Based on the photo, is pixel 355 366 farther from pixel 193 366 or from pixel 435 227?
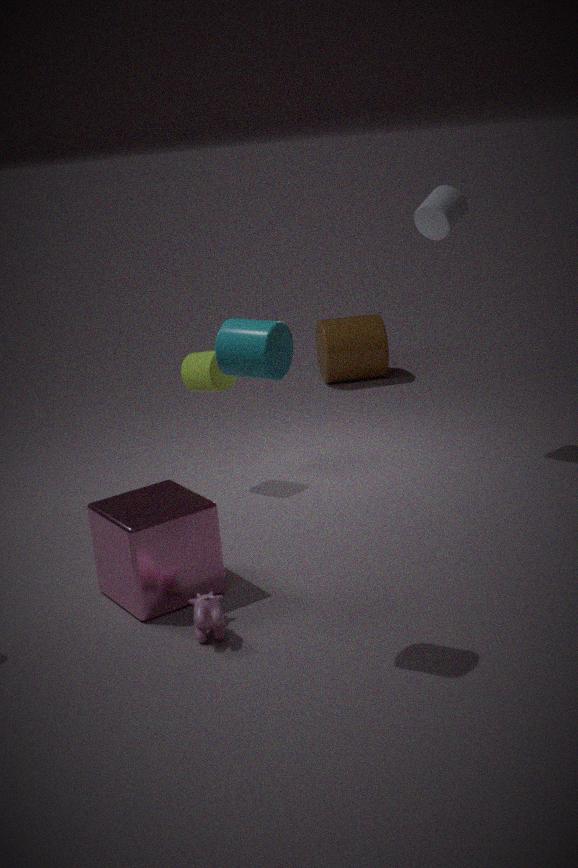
pixel 193 366
